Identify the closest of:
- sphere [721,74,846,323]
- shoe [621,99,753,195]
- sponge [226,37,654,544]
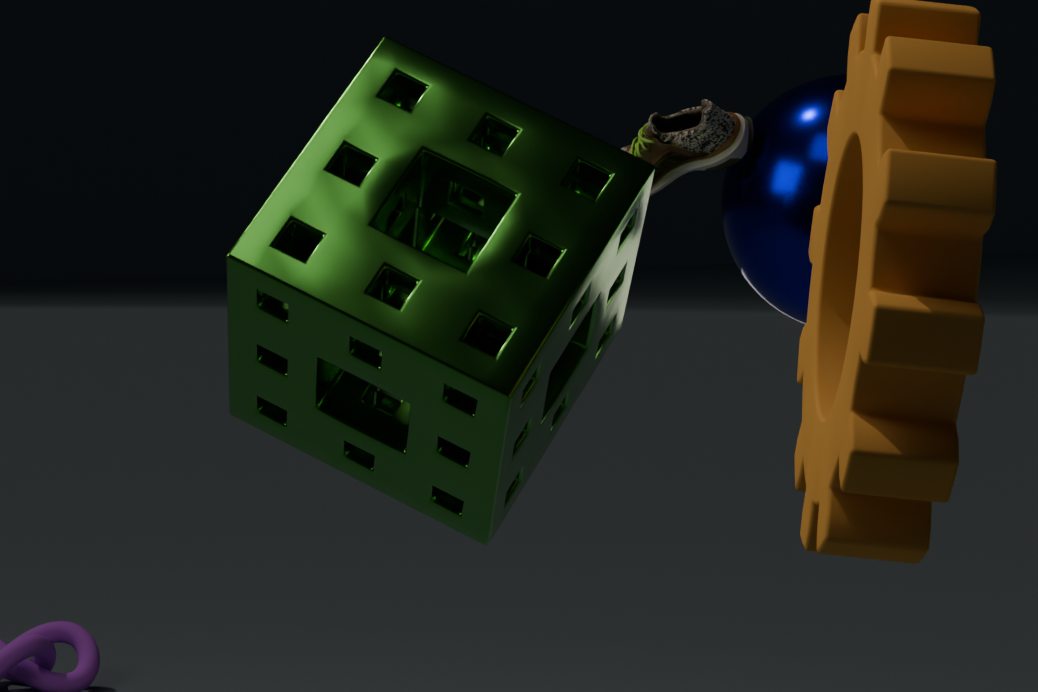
sponge [226,37,654,544]
